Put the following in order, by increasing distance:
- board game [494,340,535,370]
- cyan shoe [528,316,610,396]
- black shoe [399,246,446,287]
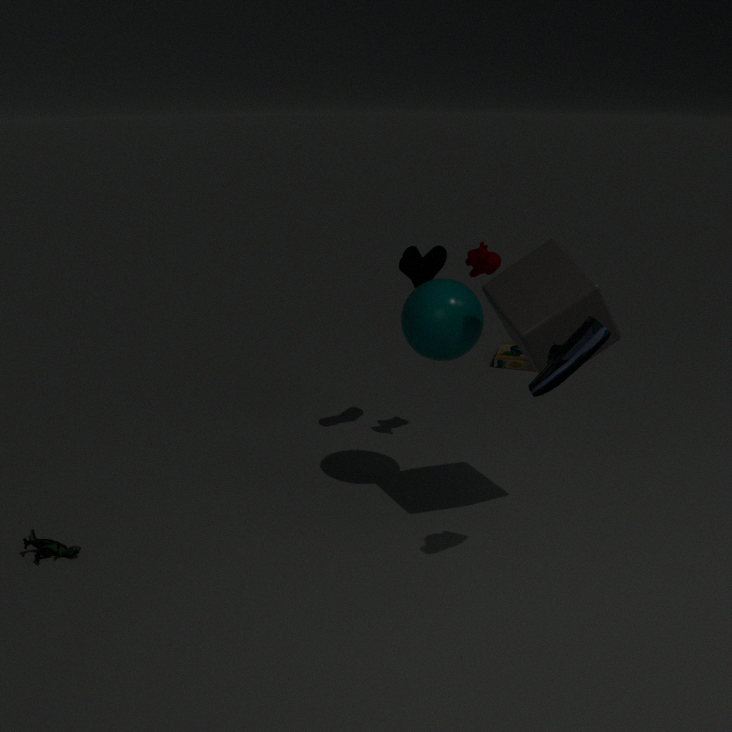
cyan shoe [528,316,610,396] → black shoe [399,246,446,287] → board game [494,340,535,370]
